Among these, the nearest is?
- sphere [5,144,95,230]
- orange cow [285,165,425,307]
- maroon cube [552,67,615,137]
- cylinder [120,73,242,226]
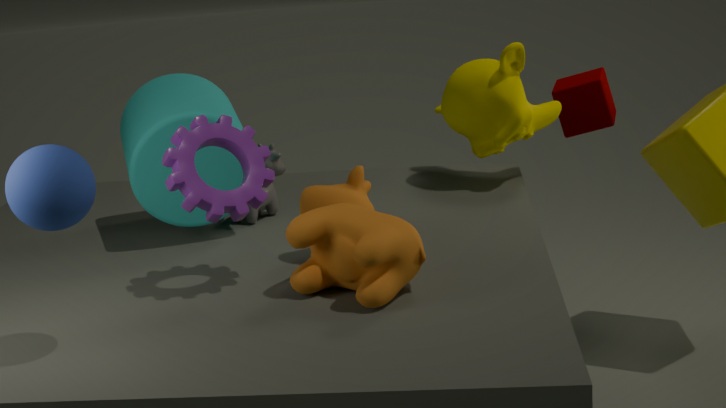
sphere [5,144,95,230]
